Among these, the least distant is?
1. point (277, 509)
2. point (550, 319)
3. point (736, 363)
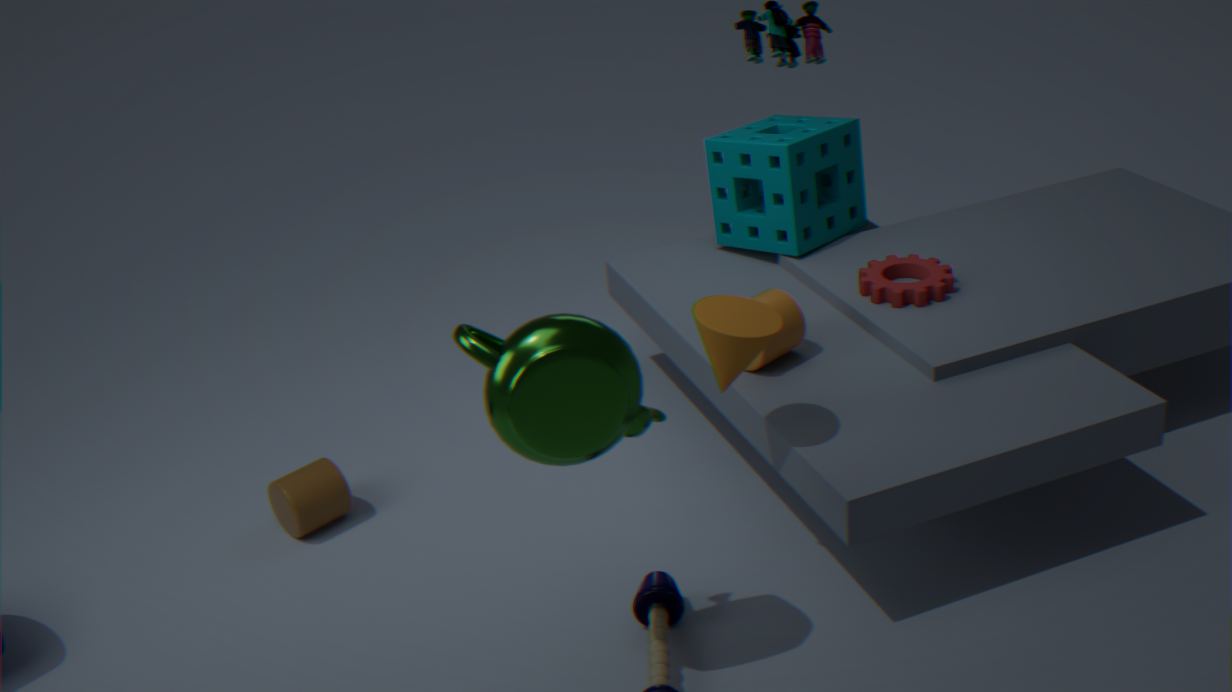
point (550, 319)
